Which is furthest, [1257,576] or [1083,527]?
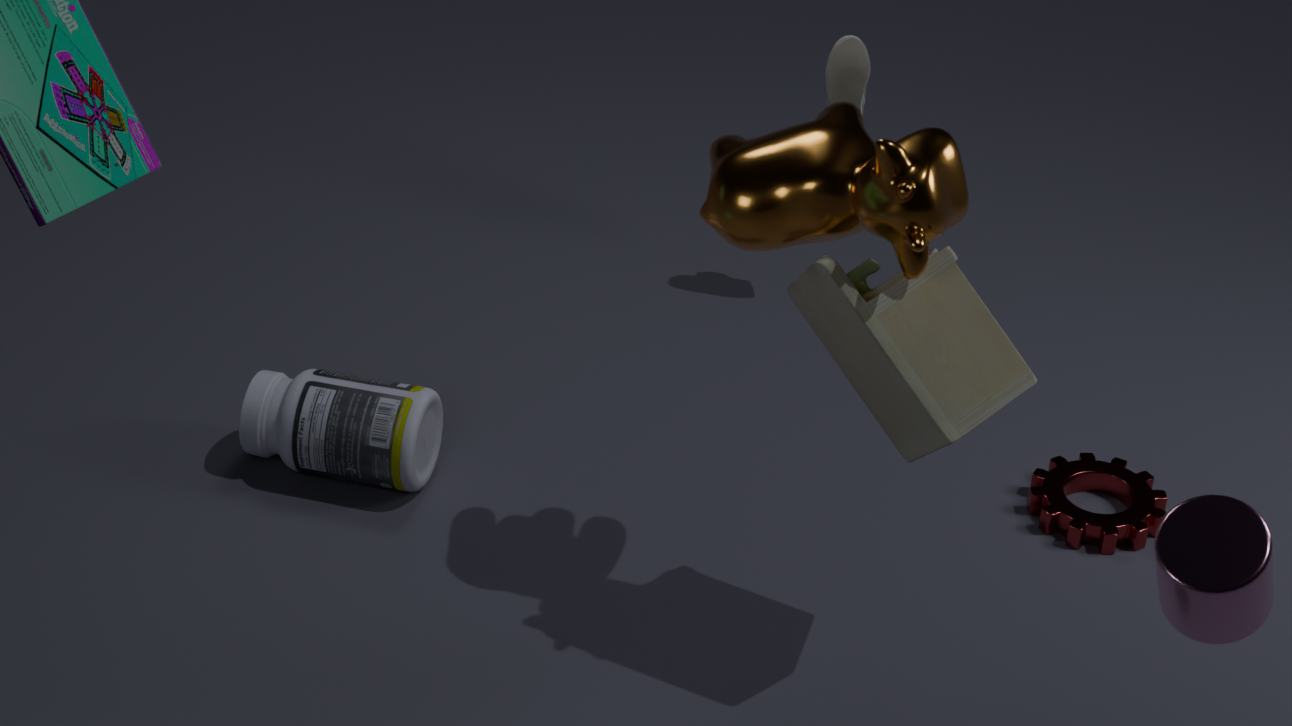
[1083,527]
